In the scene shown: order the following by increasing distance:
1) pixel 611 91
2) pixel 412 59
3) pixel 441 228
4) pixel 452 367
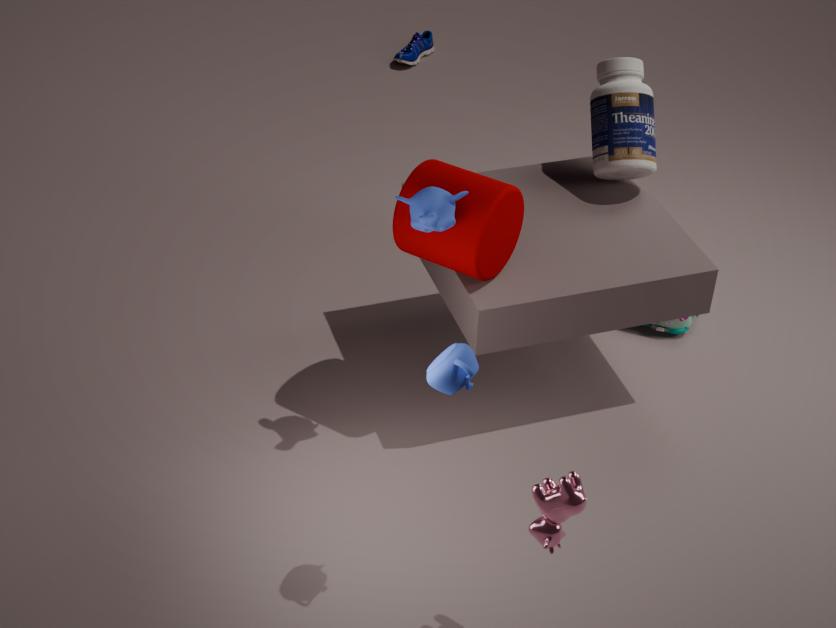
1. 4. pixel 452 367
2. 3. pixel 441 228
3. 1. pixel 611 91
4. 2. pixel 412 59
